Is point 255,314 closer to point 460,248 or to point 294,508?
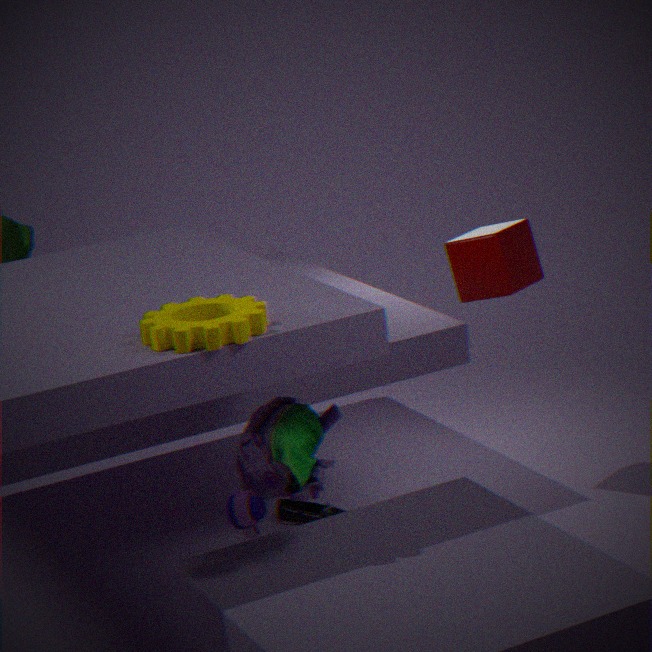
point 460,248
